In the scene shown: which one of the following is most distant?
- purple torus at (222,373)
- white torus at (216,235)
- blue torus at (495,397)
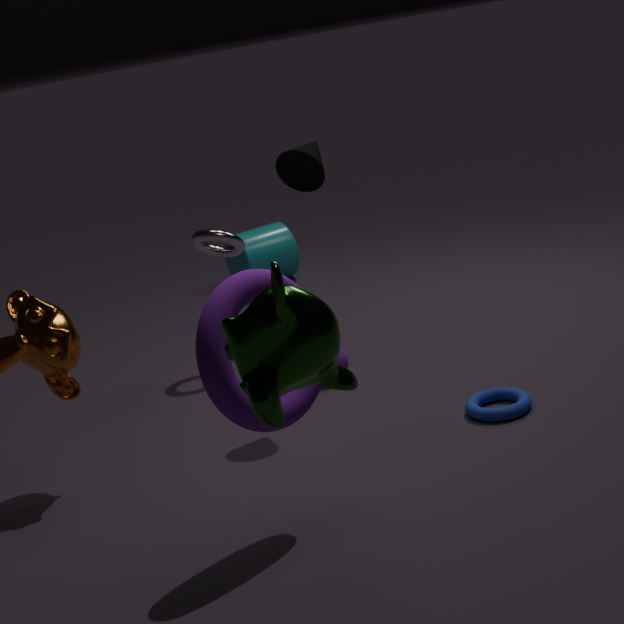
white torus at (216,235)
